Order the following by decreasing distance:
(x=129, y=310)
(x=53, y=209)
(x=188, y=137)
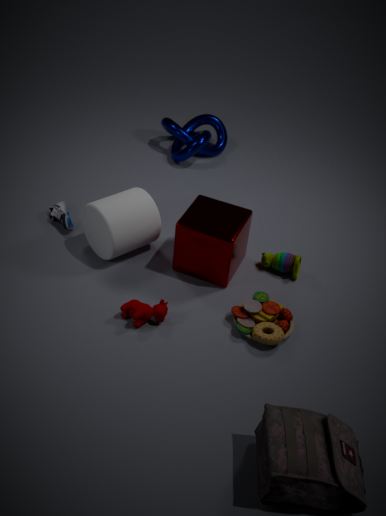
(x=188, y=137) → (x=53, y=209) → (x=129, y=310)
